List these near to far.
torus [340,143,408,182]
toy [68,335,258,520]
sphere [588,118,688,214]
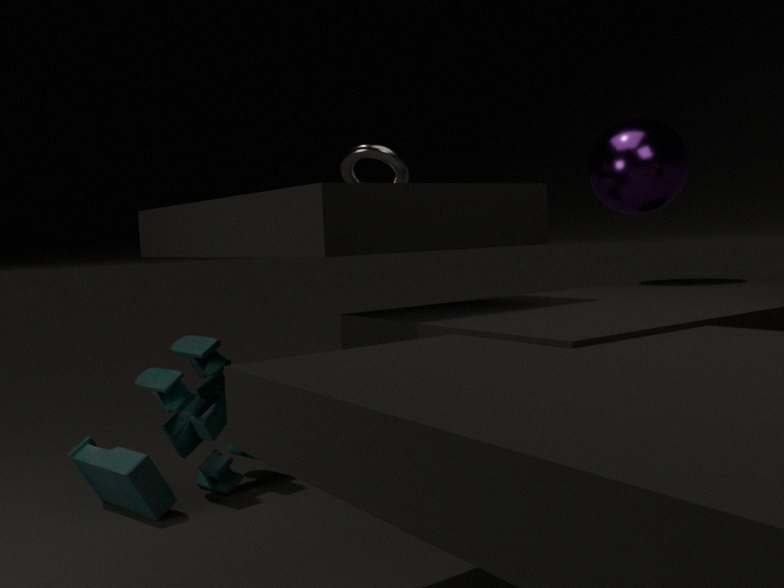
toy [68,335,258,520], sphere [588,118,688,214], torus [340,143,408,182]
